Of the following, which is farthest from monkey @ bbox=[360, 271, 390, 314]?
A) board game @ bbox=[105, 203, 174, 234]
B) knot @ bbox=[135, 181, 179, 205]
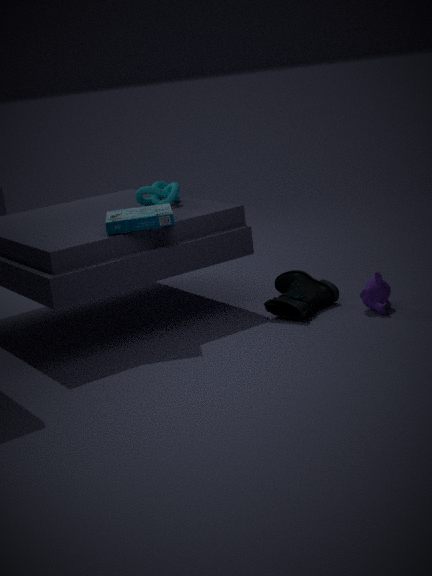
knot @ bbox=[135, 181, 179, 205]
